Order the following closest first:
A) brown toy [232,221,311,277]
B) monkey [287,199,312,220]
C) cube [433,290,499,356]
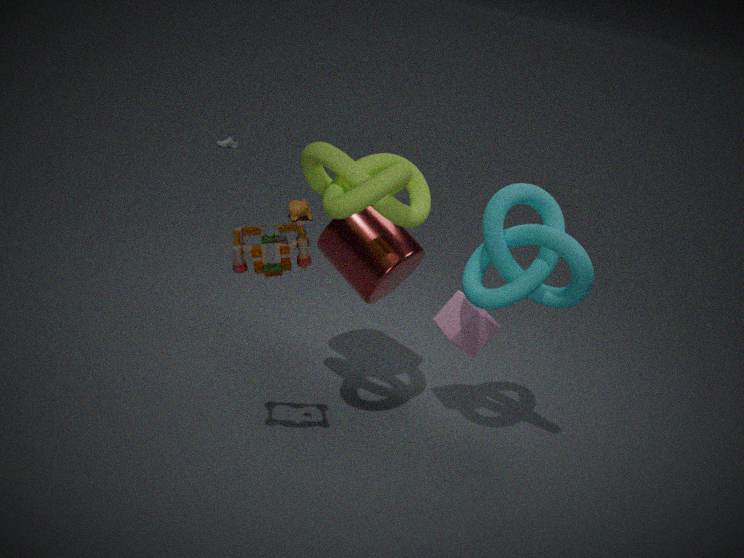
brown toy [232,221,311,277]
cube [433,290,499,356]
monkey [287,199,312,220]
